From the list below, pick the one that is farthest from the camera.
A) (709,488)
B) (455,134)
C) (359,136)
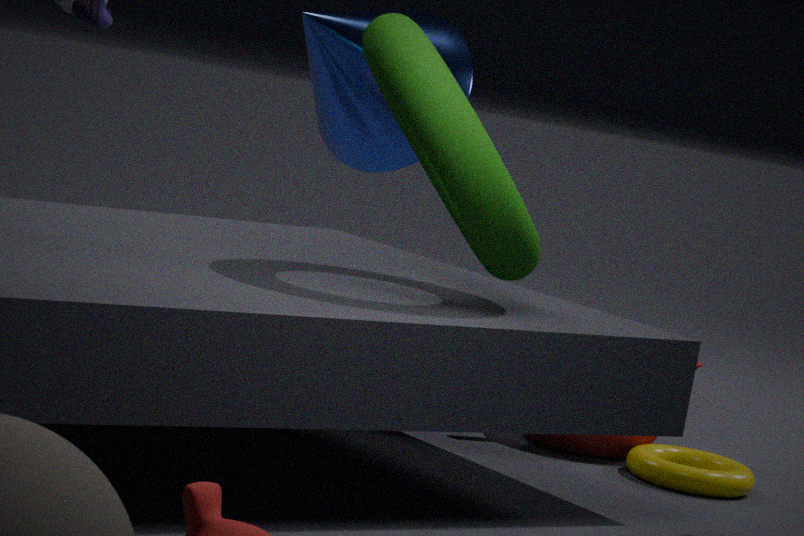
(359,136)
